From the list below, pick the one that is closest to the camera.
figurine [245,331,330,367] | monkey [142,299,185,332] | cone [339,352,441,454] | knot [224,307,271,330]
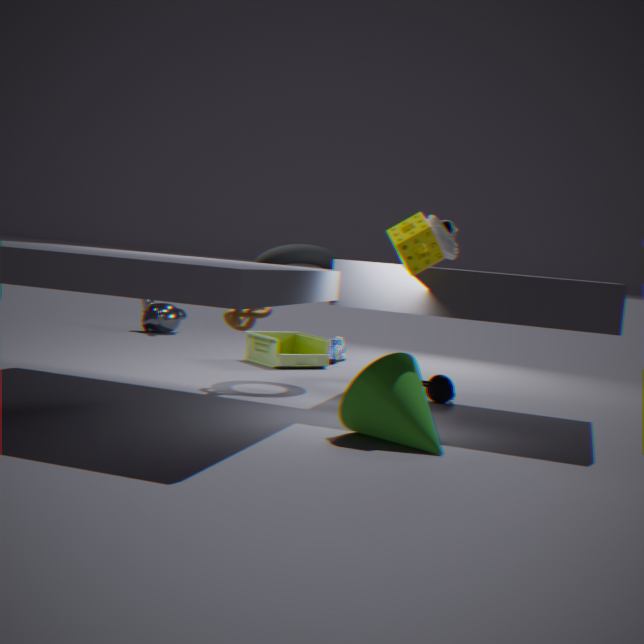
cone [339,352,441,454]
